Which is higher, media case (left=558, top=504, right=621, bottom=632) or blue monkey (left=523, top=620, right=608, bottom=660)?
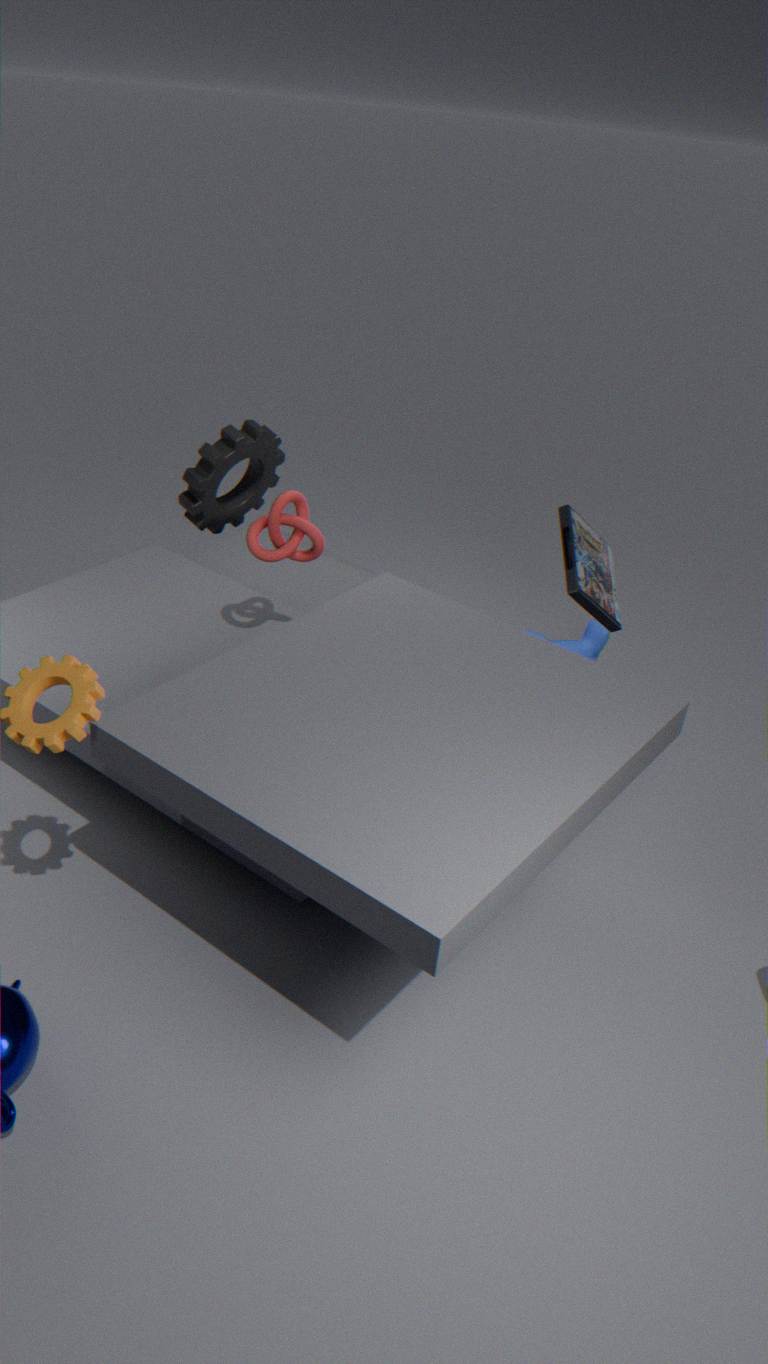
media case (left=558, top=504, right=621, bottom=632)
